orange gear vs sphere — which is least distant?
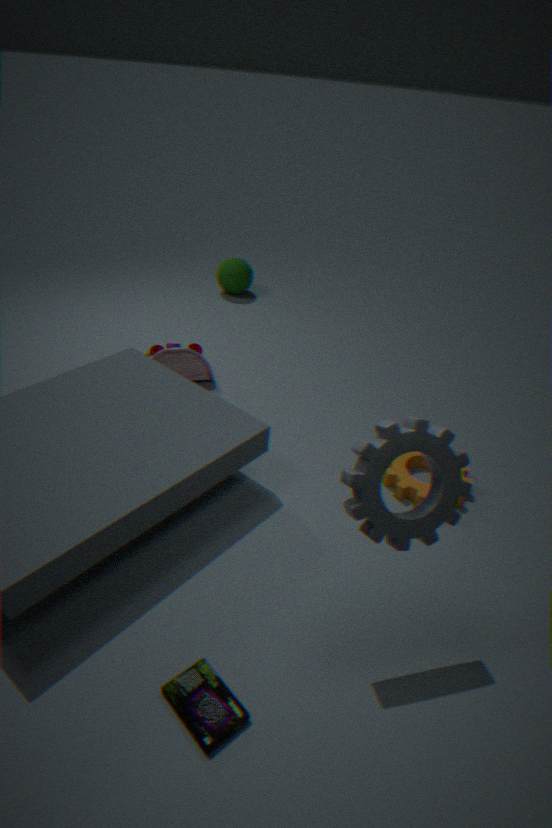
orange gear
